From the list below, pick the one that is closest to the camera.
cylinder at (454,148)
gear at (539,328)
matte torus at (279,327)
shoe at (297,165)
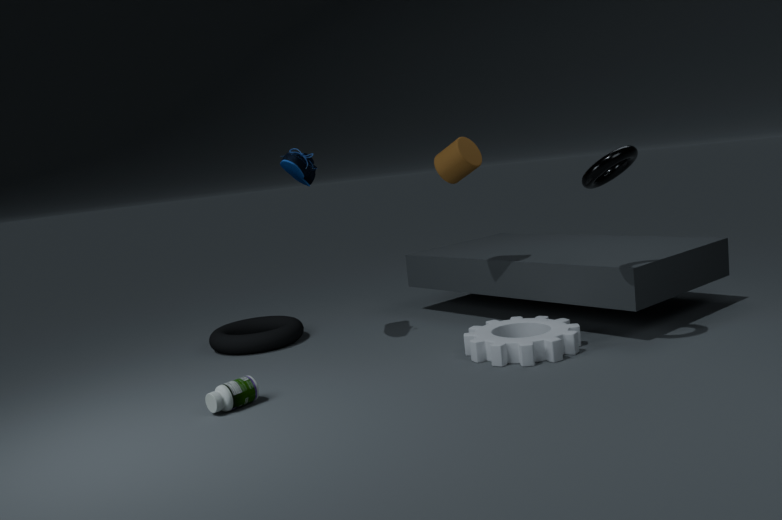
gear at (539,328)
